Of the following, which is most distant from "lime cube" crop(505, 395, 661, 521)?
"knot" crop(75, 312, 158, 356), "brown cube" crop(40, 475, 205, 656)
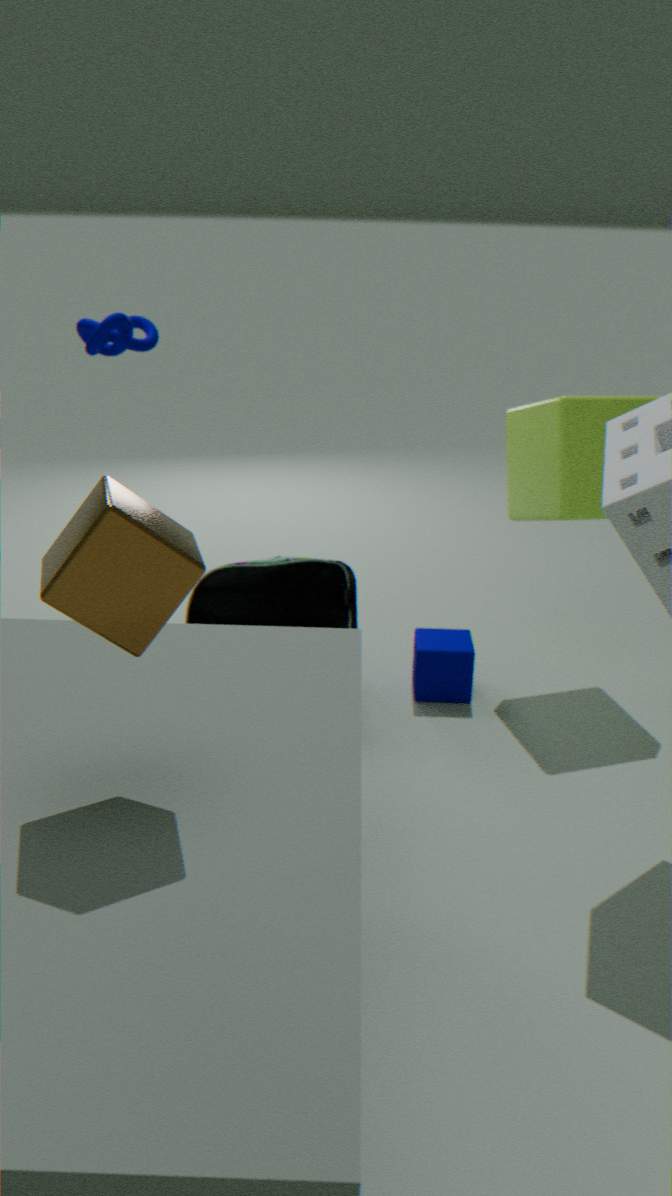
"brown cube" crop(40, 475, 205, 656)
